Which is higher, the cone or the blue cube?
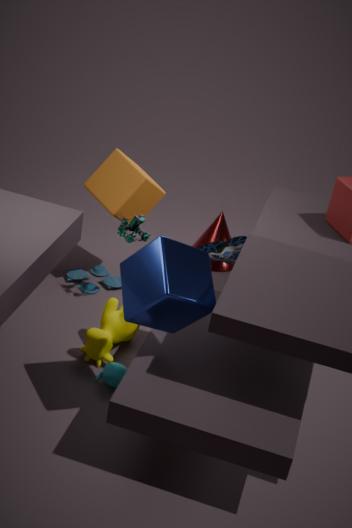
the blue cube
